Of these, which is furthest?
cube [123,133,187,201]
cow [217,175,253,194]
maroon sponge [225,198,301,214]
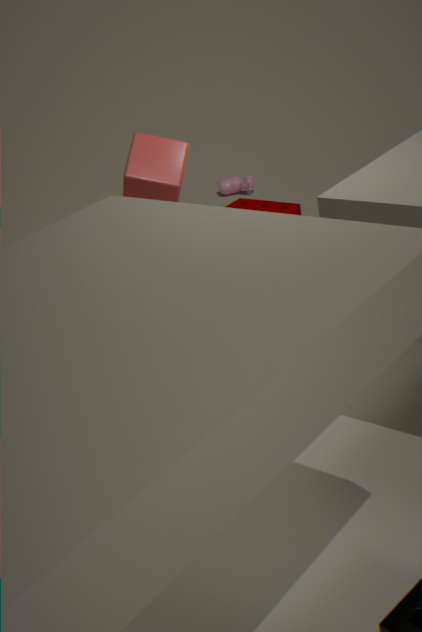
cow [217,175,253,194]
